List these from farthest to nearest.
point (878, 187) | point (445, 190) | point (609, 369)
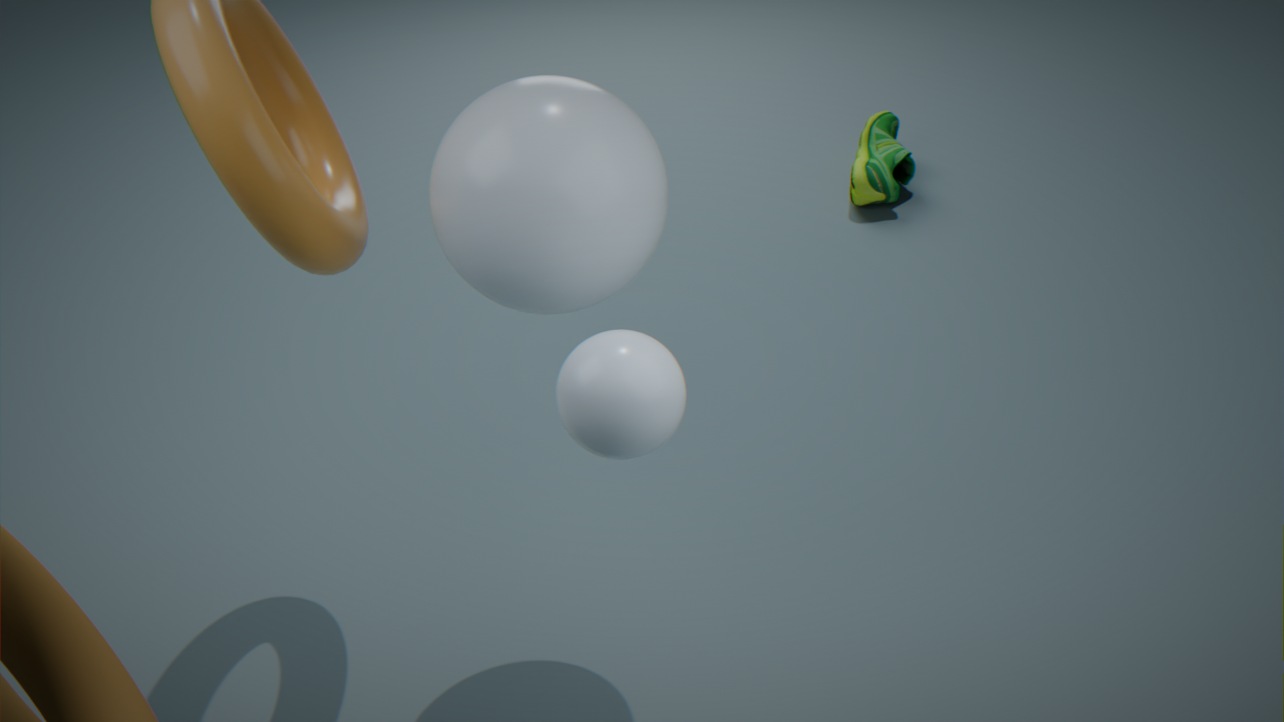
point (878, 187), point (445, 190), point (609, 369)
